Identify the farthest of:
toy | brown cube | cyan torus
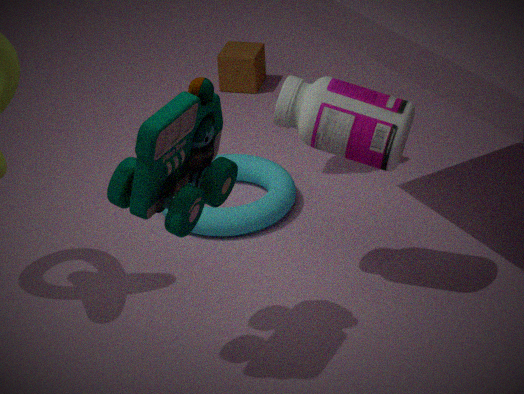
brown cube
